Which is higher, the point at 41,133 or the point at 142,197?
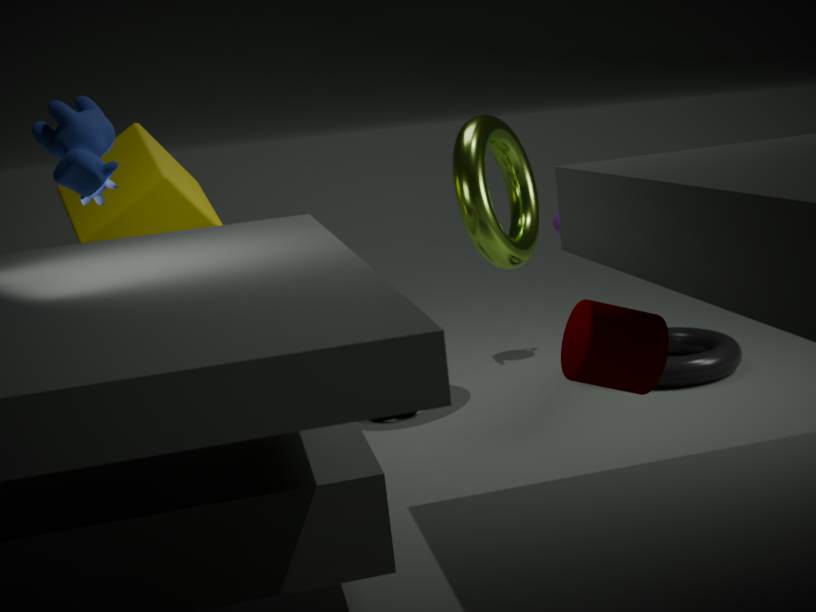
the point at 41,133
